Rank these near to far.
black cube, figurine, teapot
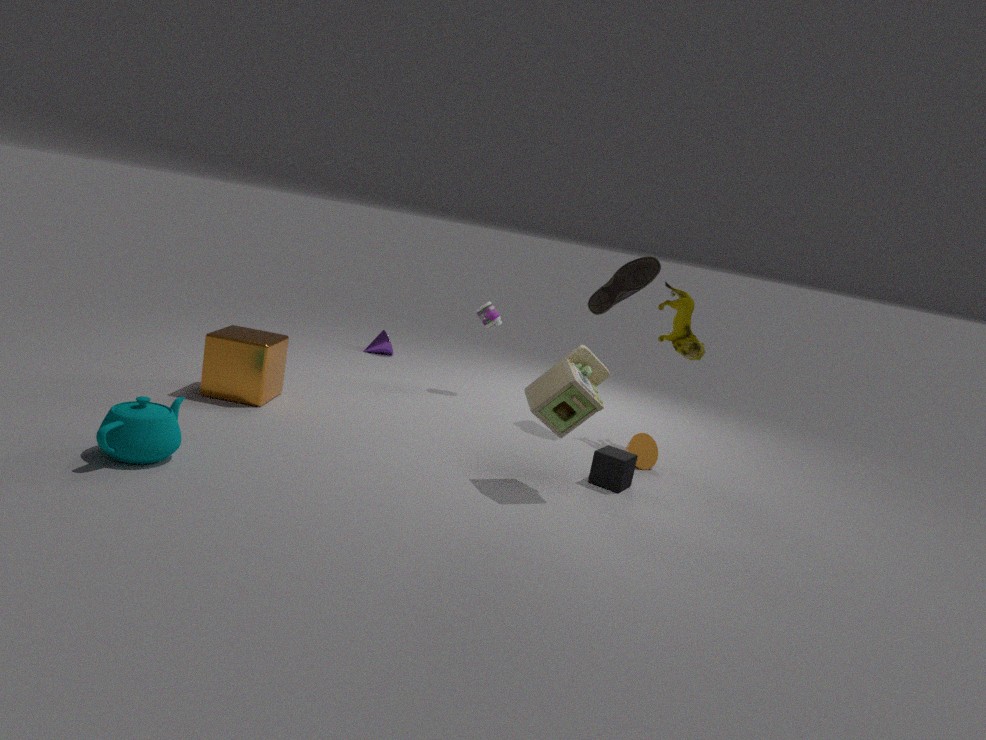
teapot → black cube → figurine
